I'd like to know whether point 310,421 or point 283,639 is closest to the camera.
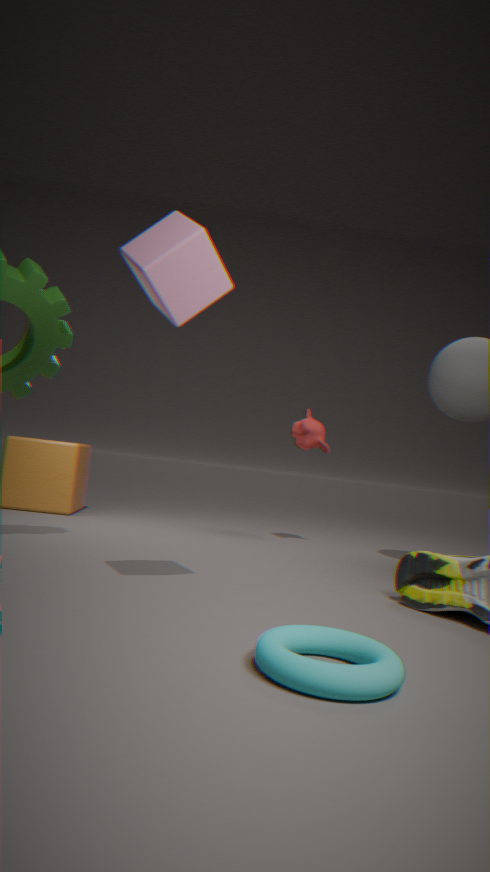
point 283,639
